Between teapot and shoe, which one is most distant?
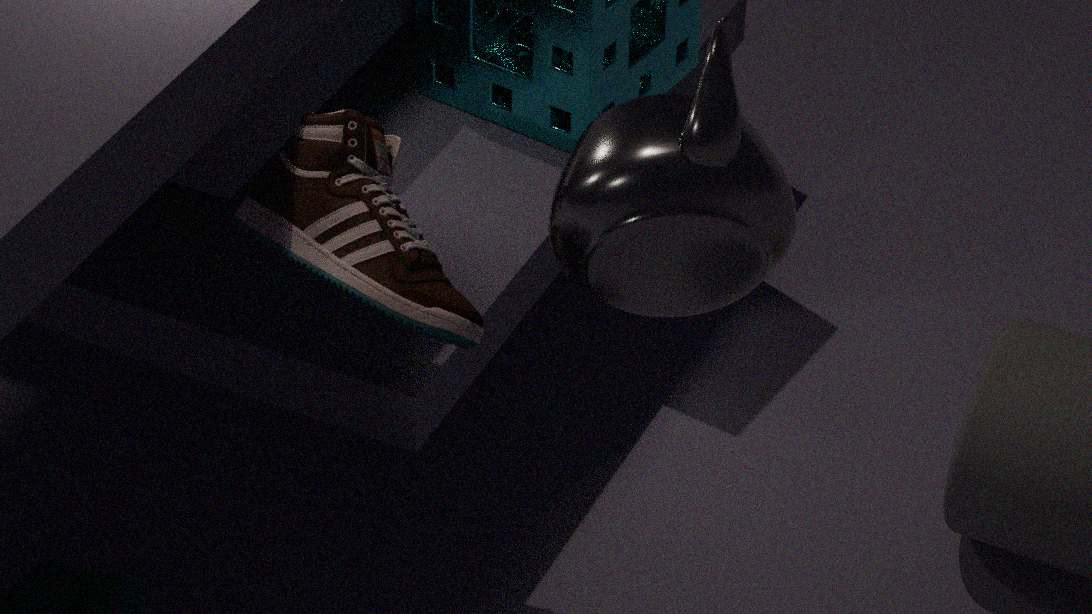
shoe
